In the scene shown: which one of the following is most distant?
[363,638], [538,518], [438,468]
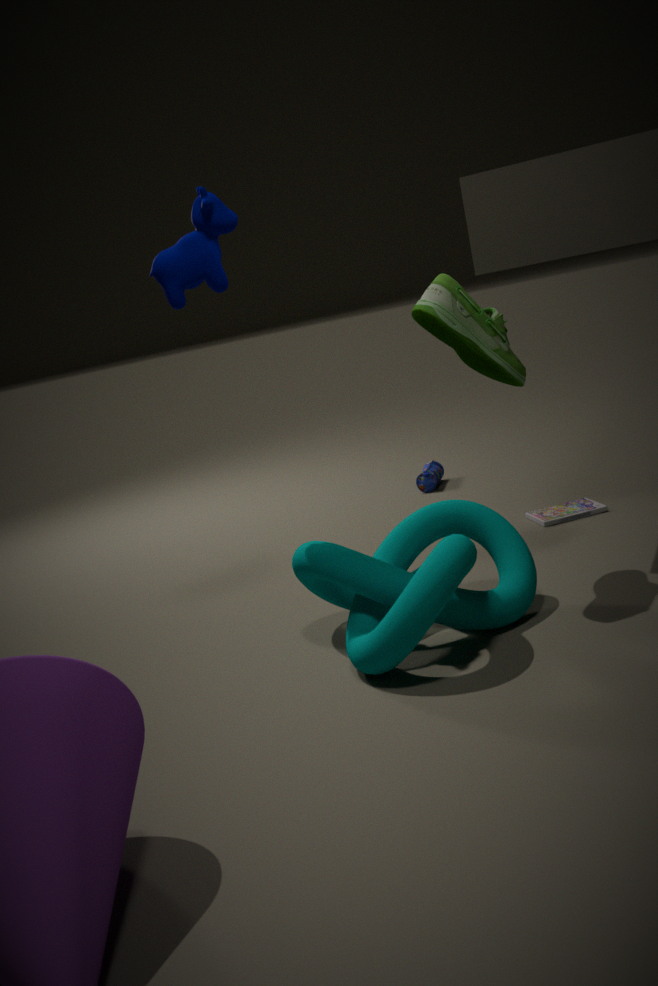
[438,468]
